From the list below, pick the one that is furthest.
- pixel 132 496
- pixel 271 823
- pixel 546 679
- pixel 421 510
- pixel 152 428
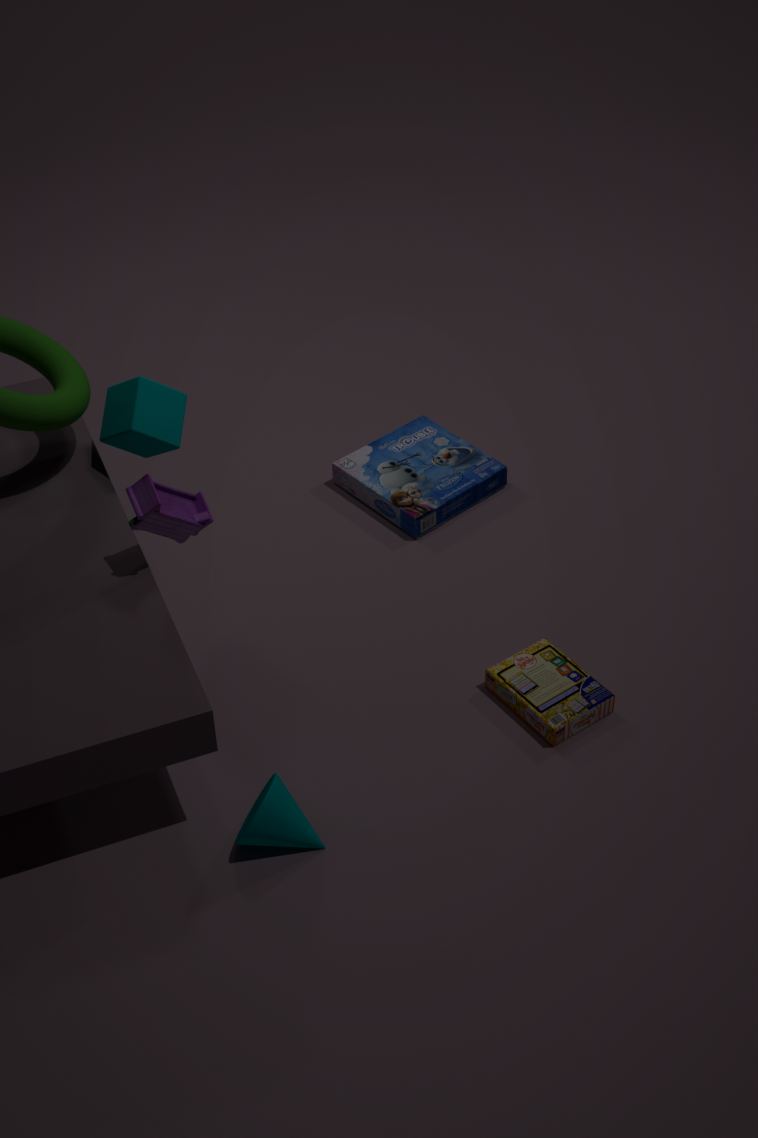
pixel 421 510
